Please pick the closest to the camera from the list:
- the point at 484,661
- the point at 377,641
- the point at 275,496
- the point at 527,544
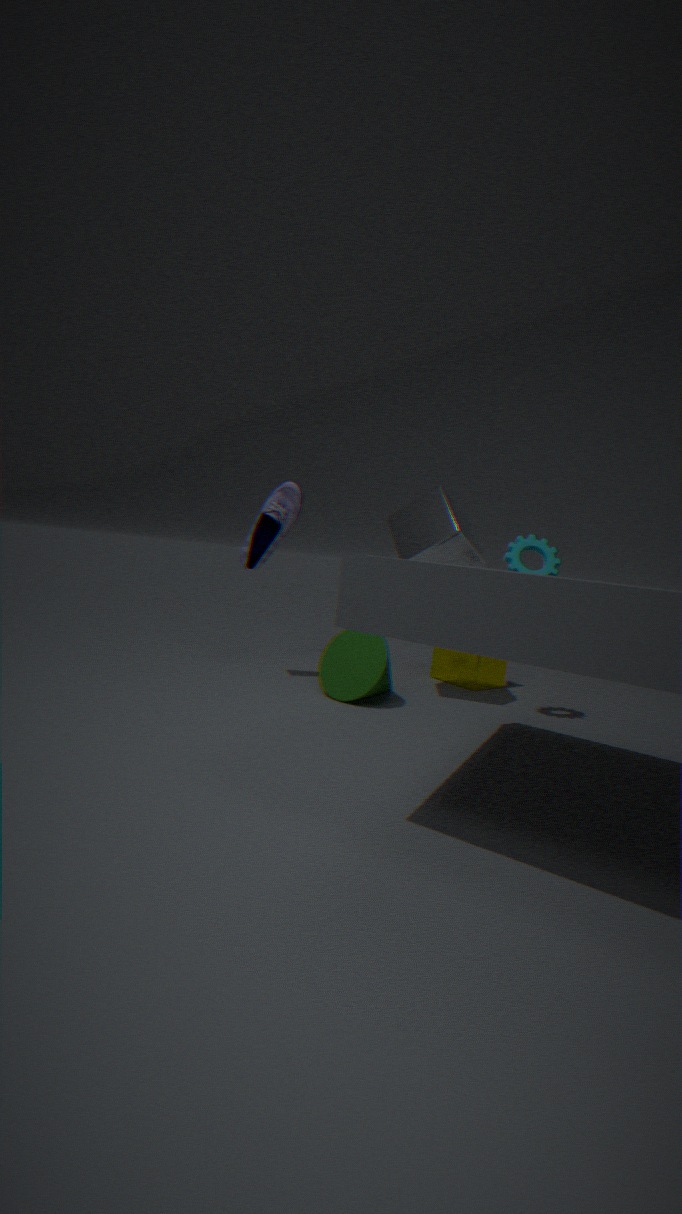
the point at 527,544
